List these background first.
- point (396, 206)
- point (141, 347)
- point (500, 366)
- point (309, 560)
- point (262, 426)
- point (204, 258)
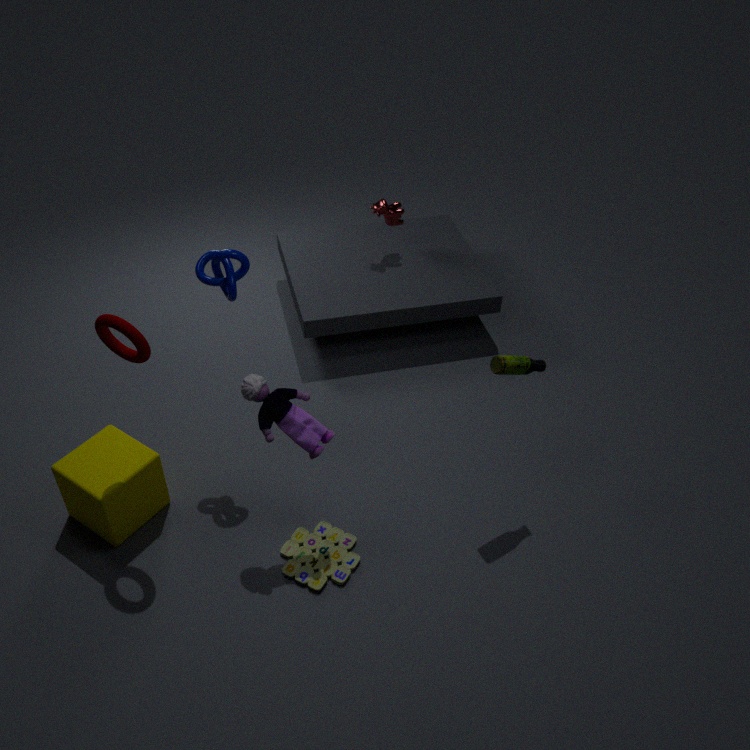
1. point (396, 206)
2. point (204, 258)
3. point (309, 560)
4. point (500, 366)
5. point (262, 426)
6. point (141, 347)
